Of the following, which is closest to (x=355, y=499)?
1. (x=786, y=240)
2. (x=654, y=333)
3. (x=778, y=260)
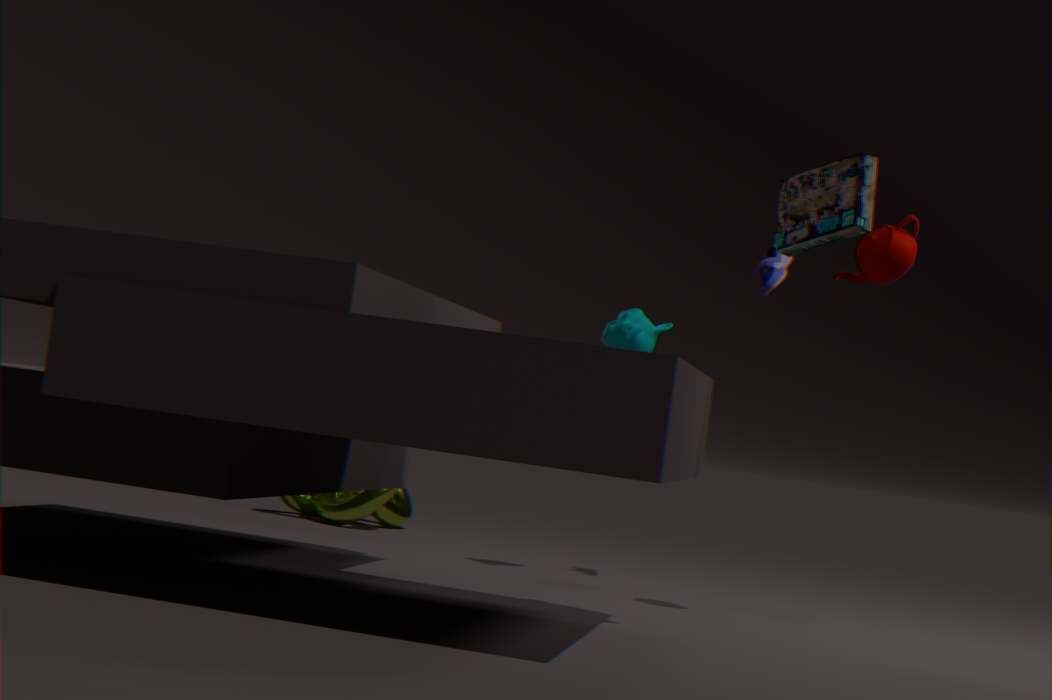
(x=654, y=333)
